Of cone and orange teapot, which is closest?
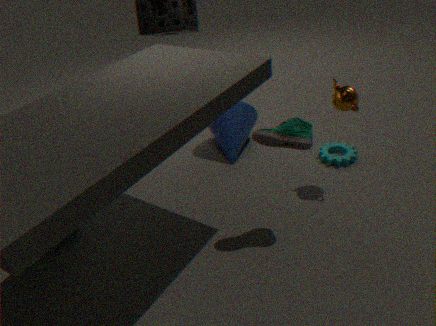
orange teapot
